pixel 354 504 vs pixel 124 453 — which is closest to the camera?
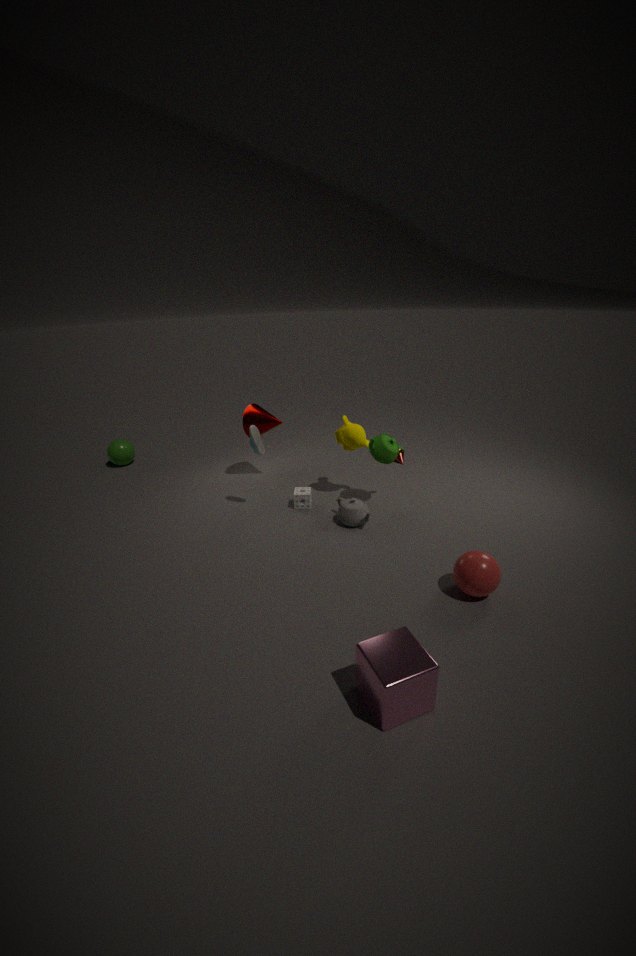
pixel 354 504
